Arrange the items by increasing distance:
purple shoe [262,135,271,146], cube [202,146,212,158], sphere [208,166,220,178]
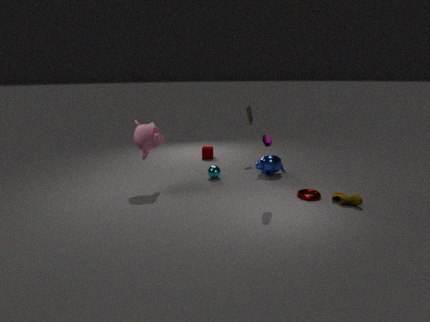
purple shoe [262,135,271,146] → sphere [208,166,220,178] → cube [202,146,212,158]
